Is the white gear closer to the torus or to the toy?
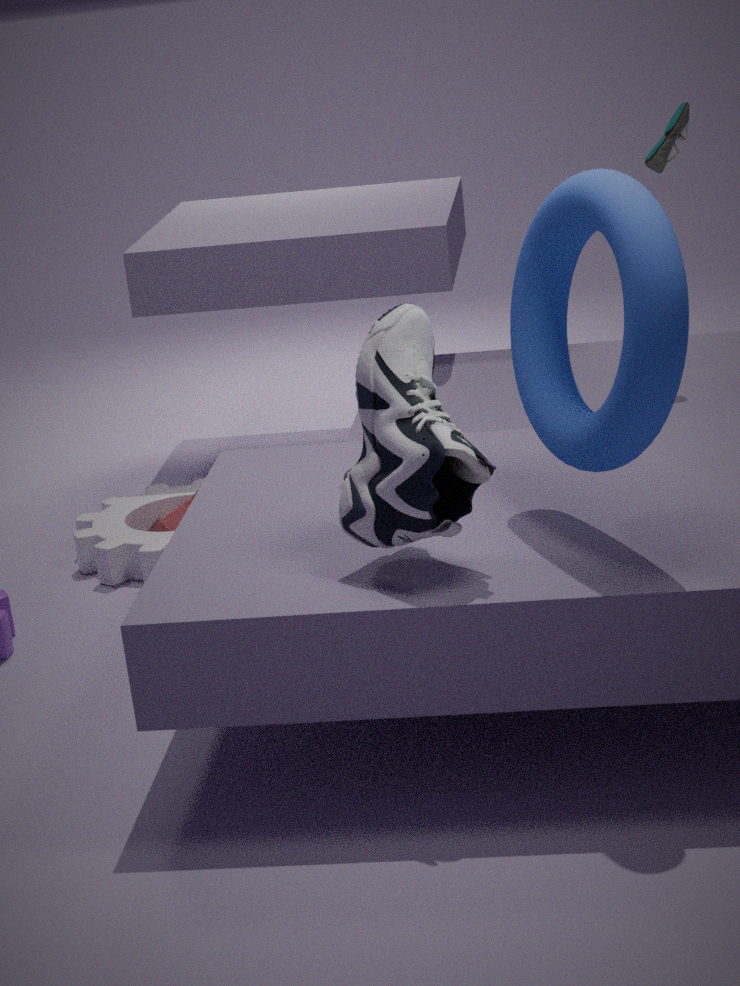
the toy
